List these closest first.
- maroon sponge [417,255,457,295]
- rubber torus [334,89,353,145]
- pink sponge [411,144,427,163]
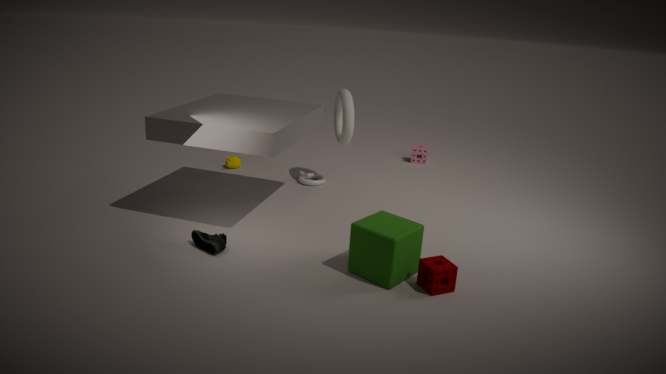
maroon sponge [417,255,457,295] < rubber torus [334,89,353,145] < pink sponge [411,144,427,163]
